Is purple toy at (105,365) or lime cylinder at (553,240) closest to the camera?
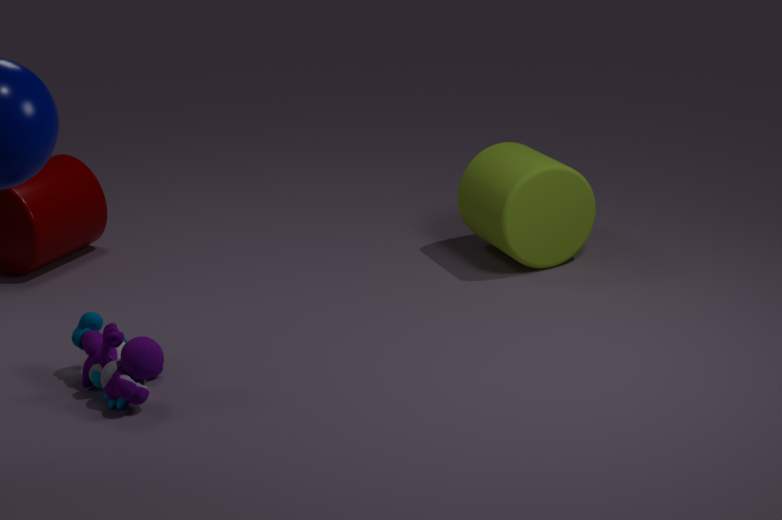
purple toy at (105,365)
